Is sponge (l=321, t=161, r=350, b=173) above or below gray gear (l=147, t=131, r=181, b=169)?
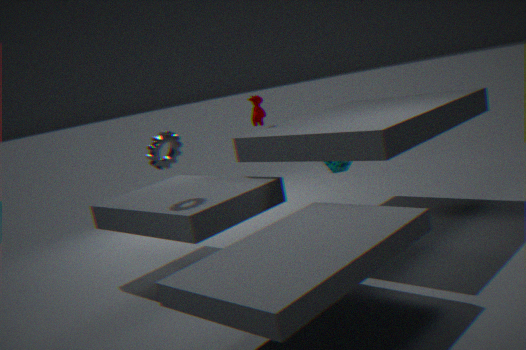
below
